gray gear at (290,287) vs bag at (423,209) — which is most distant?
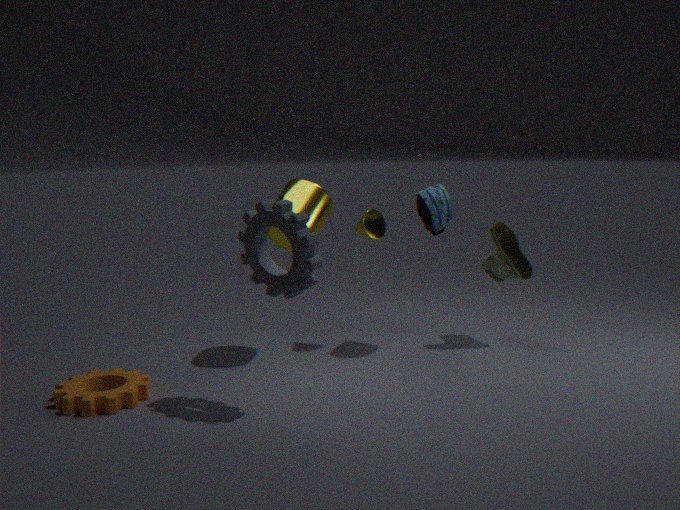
bag at (423,209)
